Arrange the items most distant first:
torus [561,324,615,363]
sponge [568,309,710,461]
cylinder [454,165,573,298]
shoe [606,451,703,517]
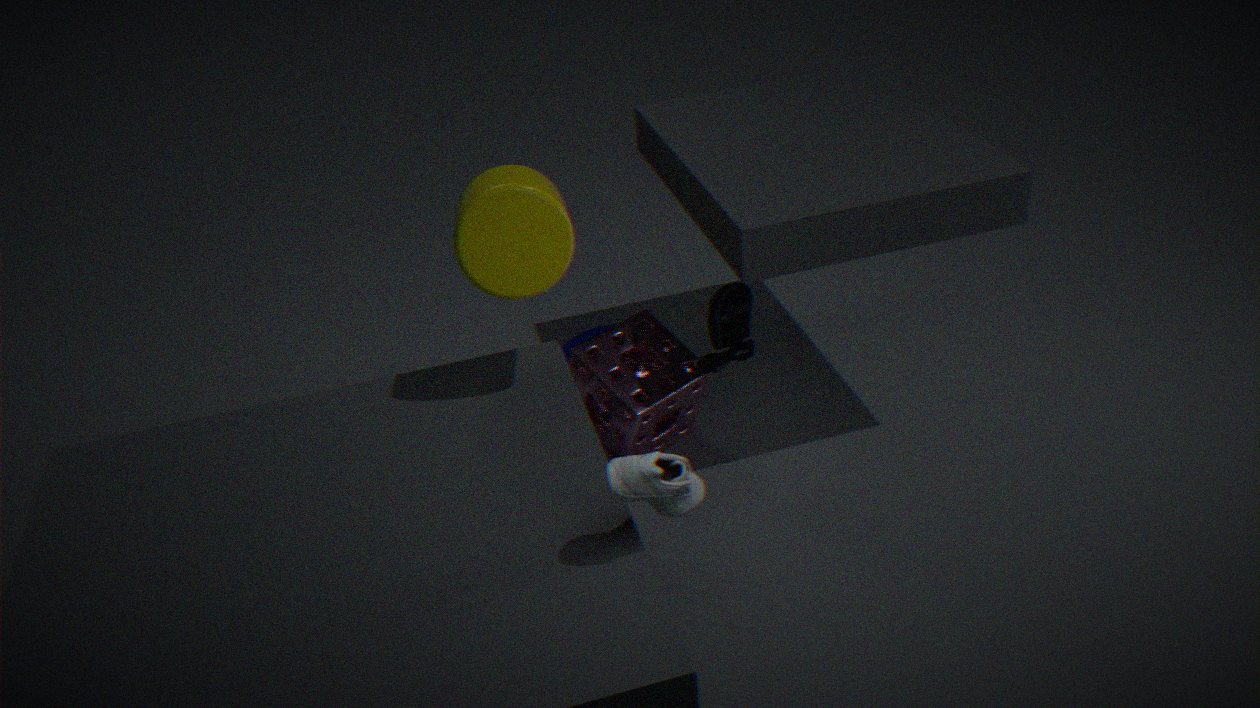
torus [561,324,615,363], sponge [568,309,710,461], cylinder [454,165,573,298], shoe [606,451,703,517]
